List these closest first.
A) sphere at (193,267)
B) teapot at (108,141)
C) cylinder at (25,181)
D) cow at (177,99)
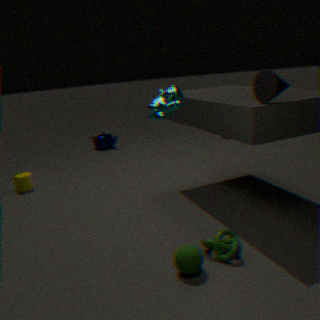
cow at (177,99) < sphere at (193,267) < cylinder at (25,181) < teapot at (108,141)
